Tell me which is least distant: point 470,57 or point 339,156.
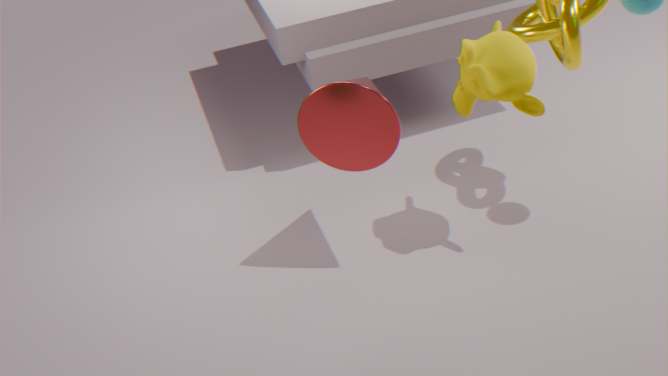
point 470,57
